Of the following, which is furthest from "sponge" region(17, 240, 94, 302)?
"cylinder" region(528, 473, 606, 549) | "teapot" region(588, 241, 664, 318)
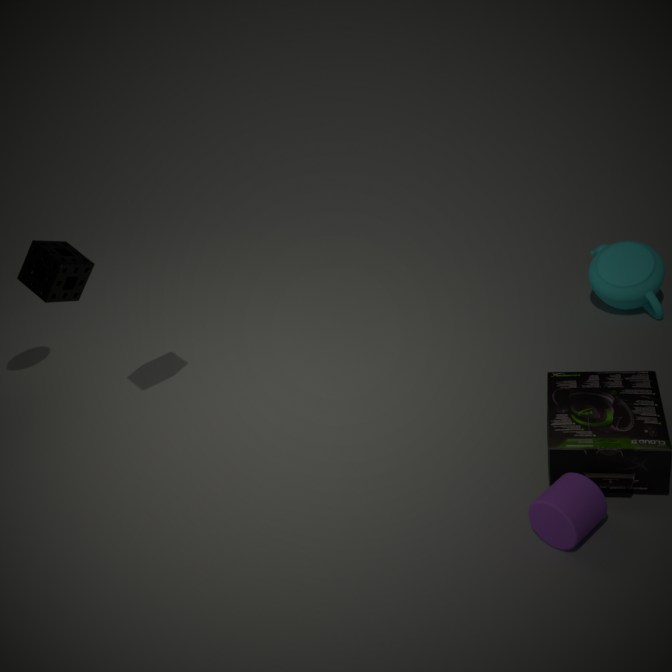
"teapot" region(588, 241, 664, 318)
